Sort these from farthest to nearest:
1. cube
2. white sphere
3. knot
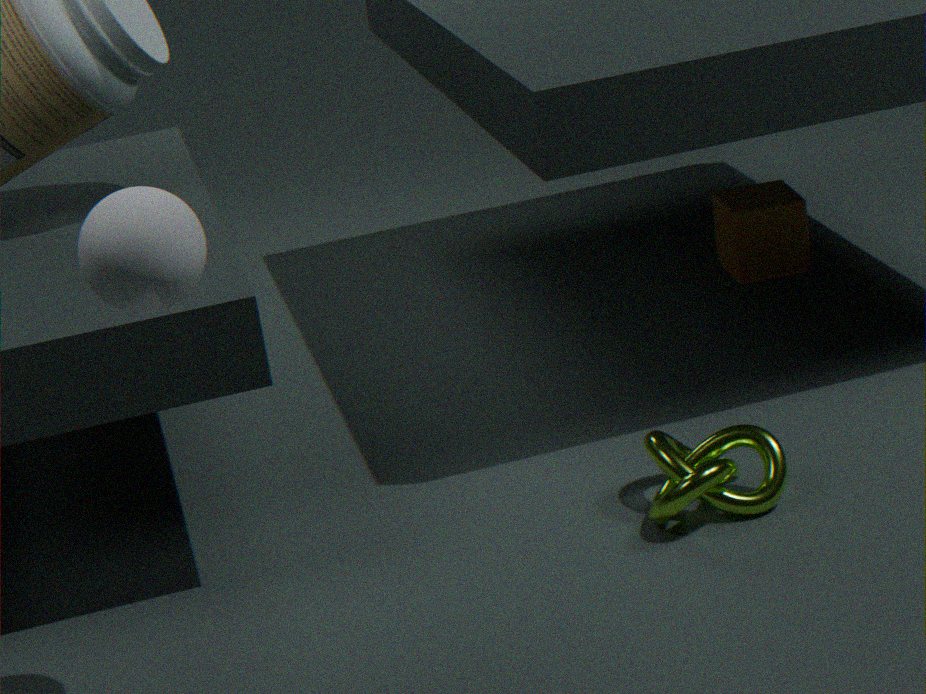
cube, knot, white sphere
